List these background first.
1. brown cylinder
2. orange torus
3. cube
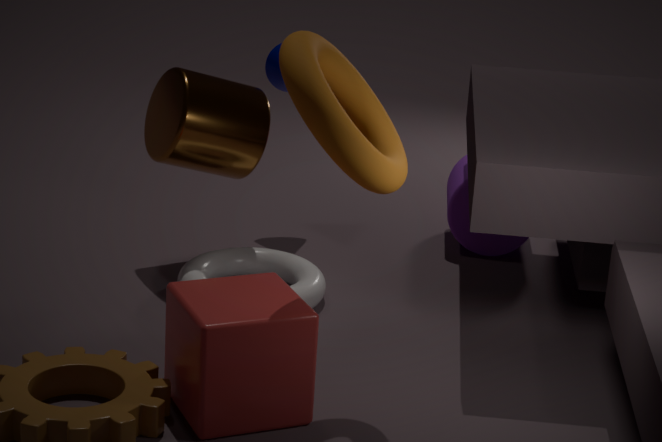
brown cylinder → cube → orange torus
